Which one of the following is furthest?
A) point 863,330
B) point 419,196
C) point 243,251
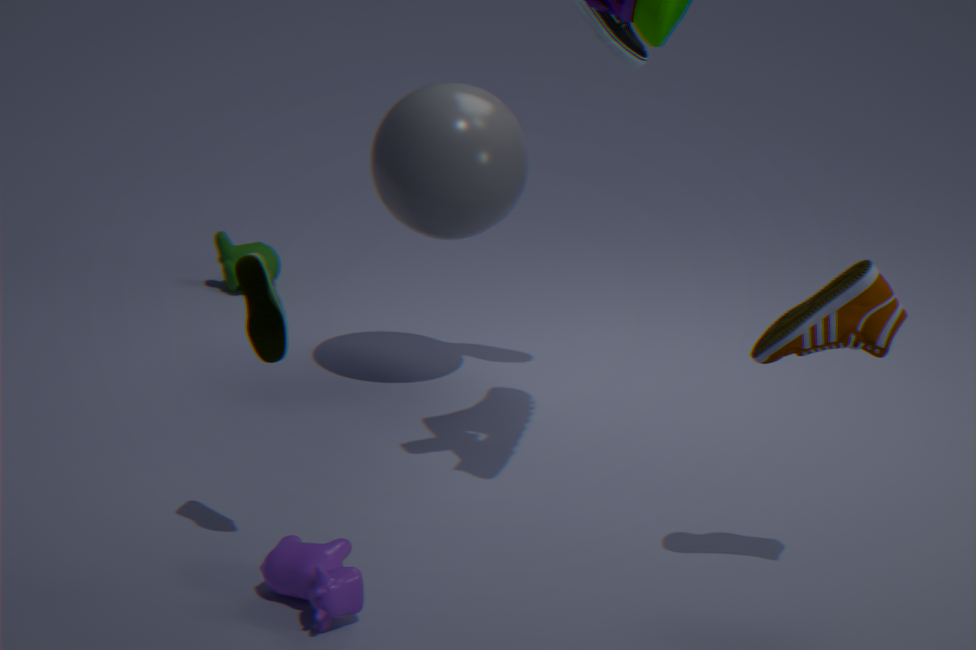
point 243,251
